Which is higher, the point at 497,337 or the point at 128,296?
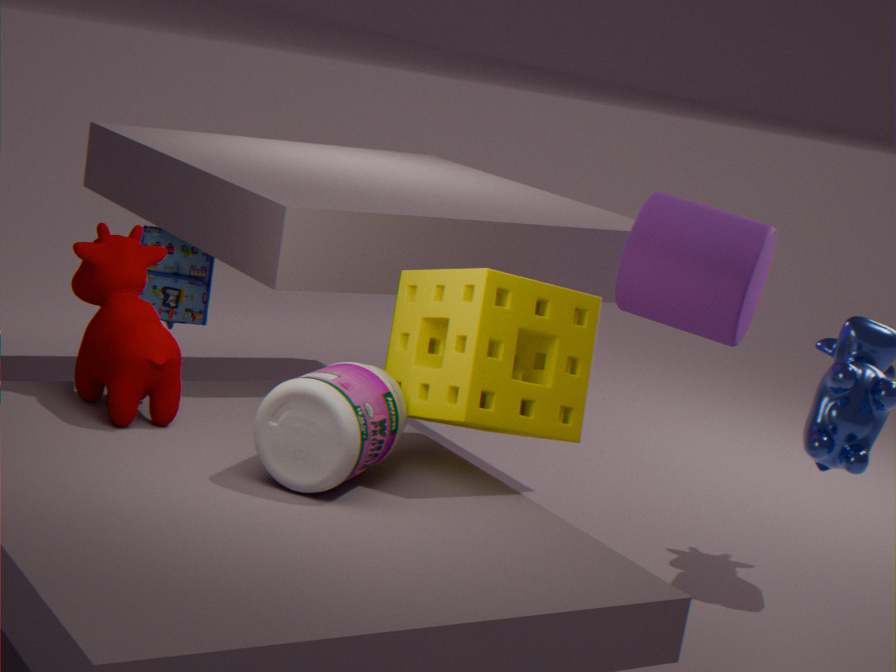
the point at 497,337
